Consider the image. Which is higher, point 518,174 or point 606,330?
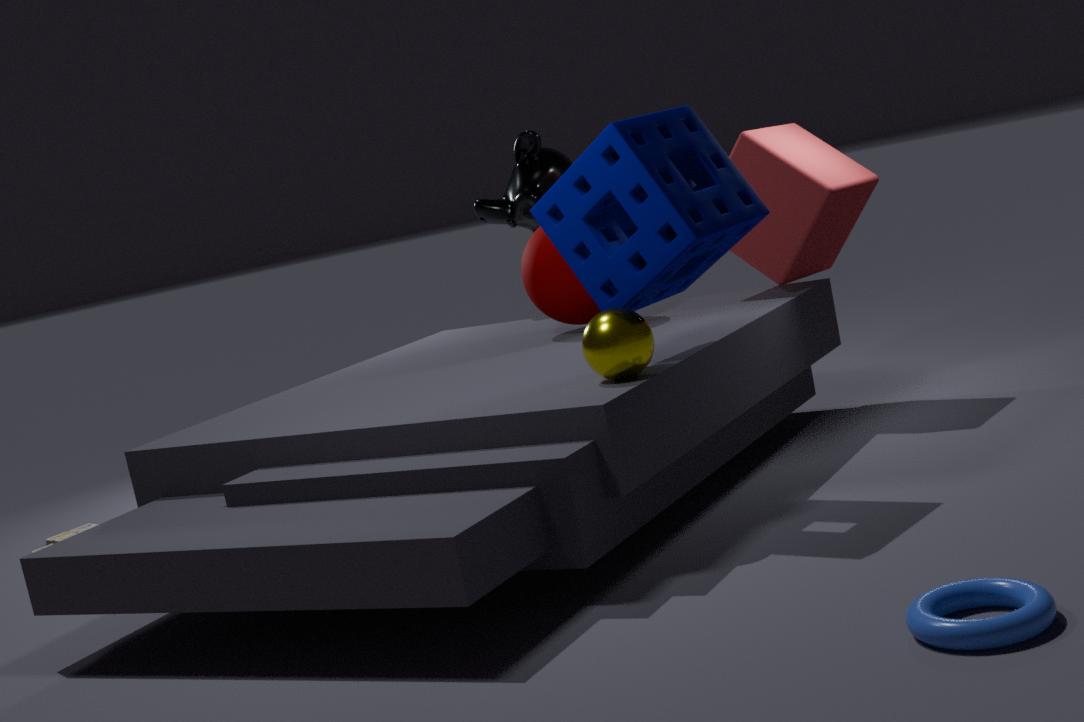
point 518,174
